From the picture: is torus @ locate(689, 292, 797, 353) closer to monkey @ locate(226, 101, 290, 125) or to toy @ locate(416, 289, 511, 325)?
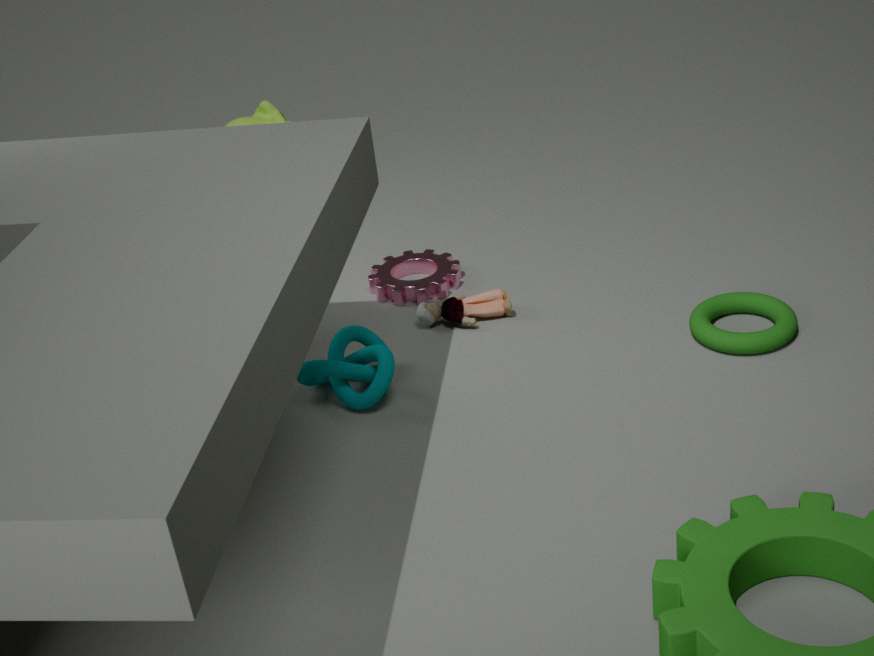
toy @ locate(416, 289, 511, 325)
